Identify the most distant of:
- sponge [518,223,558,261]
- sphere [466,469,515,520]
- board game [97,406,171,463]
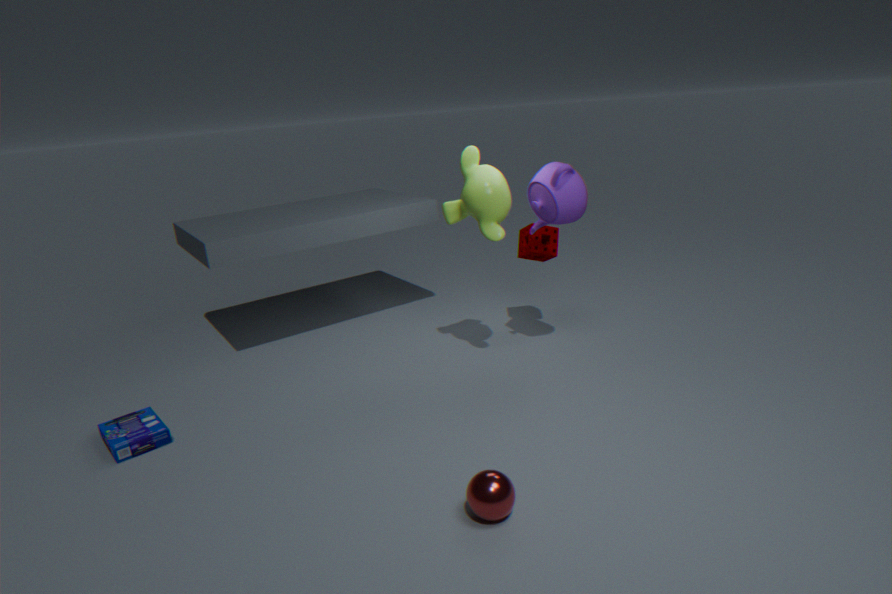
sponge [518,223,558,261]
